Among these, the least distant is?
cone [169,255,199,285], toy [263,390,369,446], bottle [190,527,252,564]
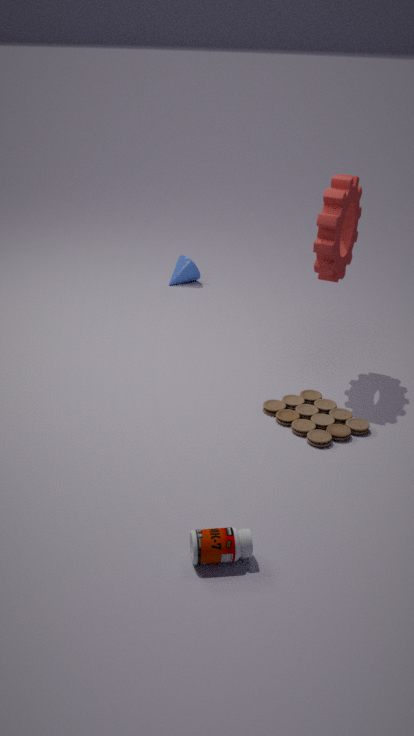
bottle [190,527,252,564]
